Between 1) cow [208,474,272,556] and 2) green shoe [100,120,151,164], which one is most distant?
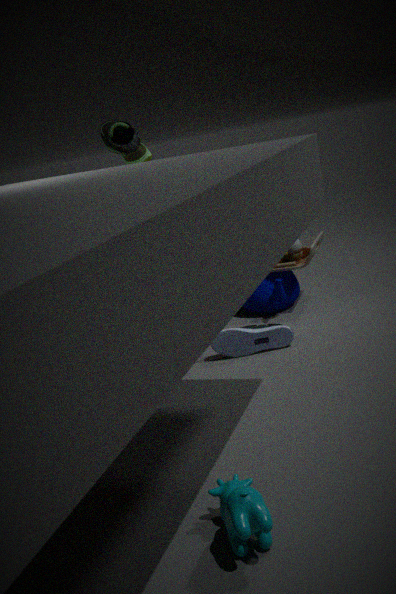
2. green shoe [100,120,151,164]
